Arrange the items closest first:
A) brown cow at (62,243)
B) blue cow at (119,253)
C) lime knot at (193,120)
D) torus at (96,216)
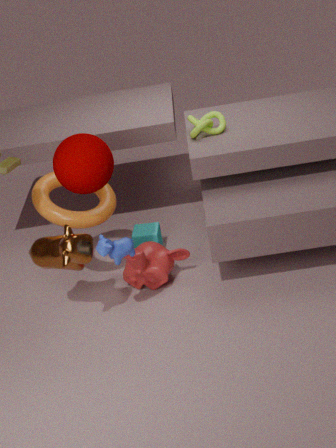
1. brown cow at (62,243)
2. blue cow at (119,253)
3. torus at (96,216)
4. lime knot at (193,120)
